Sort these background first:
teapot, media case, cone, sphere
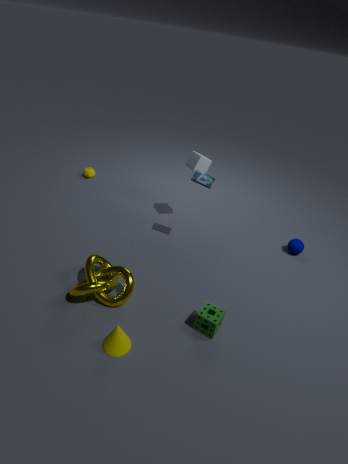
teapot < sphere < media case < cone
